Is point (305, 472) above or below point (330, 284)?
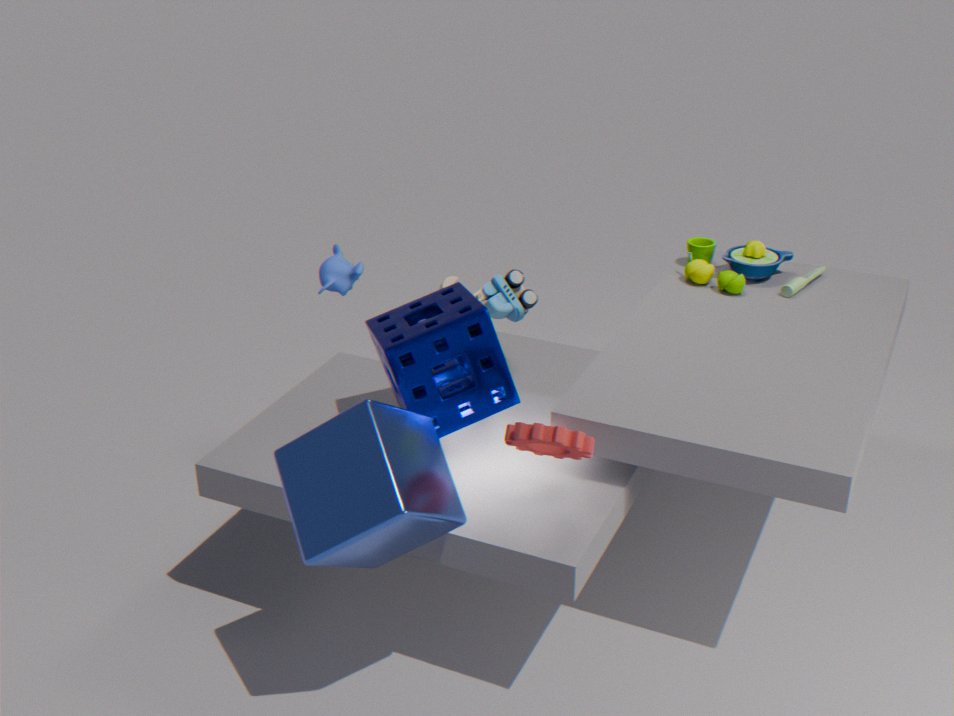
below
